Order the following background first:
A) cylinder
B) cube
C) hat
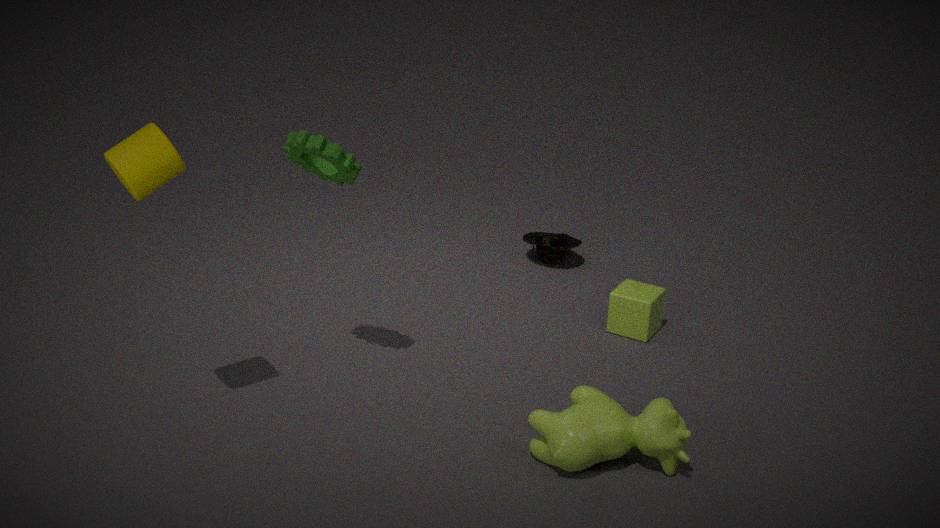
hat, cube, cylinder
